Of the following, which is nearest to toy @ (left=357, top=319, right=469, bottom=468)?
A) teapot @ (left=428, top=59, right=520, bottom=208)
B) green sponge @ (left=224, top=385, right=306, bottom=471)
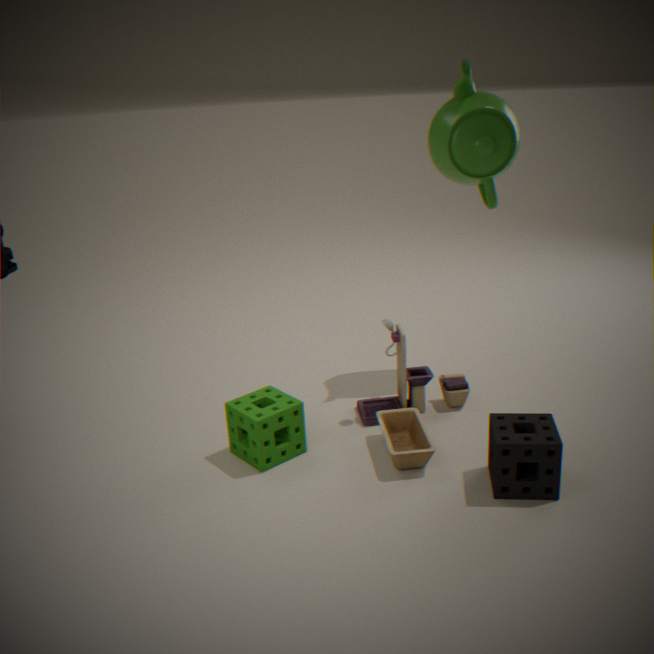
green sponge @ (left=224, top=385, right=306, bottom=471)
